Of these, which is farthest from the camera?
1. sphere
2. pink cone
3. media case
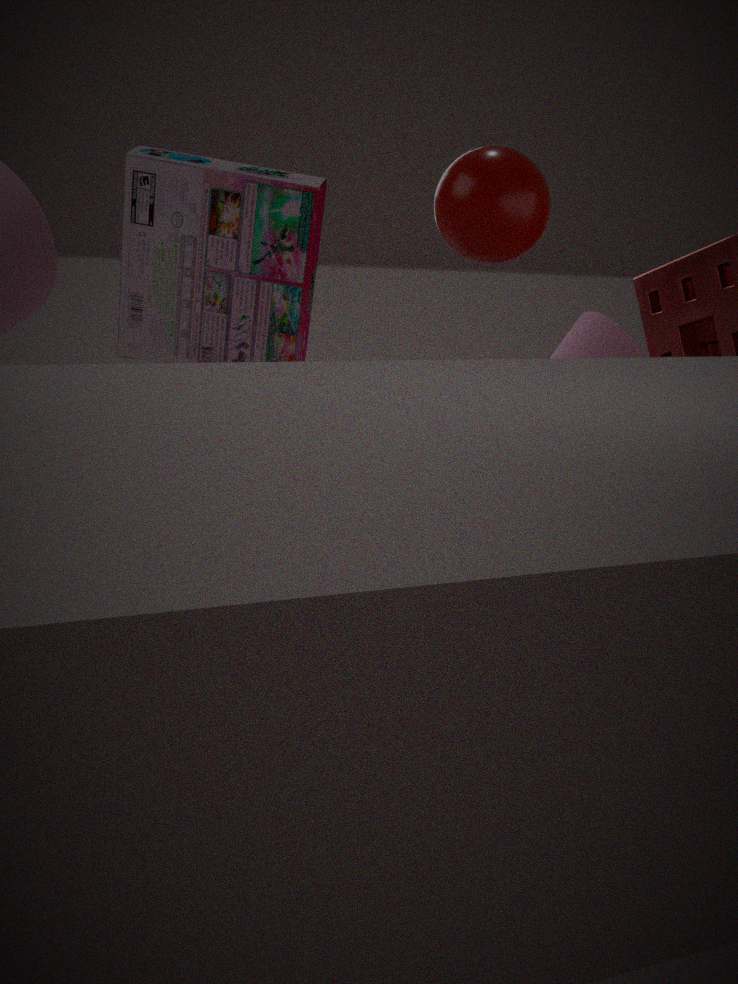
media case
